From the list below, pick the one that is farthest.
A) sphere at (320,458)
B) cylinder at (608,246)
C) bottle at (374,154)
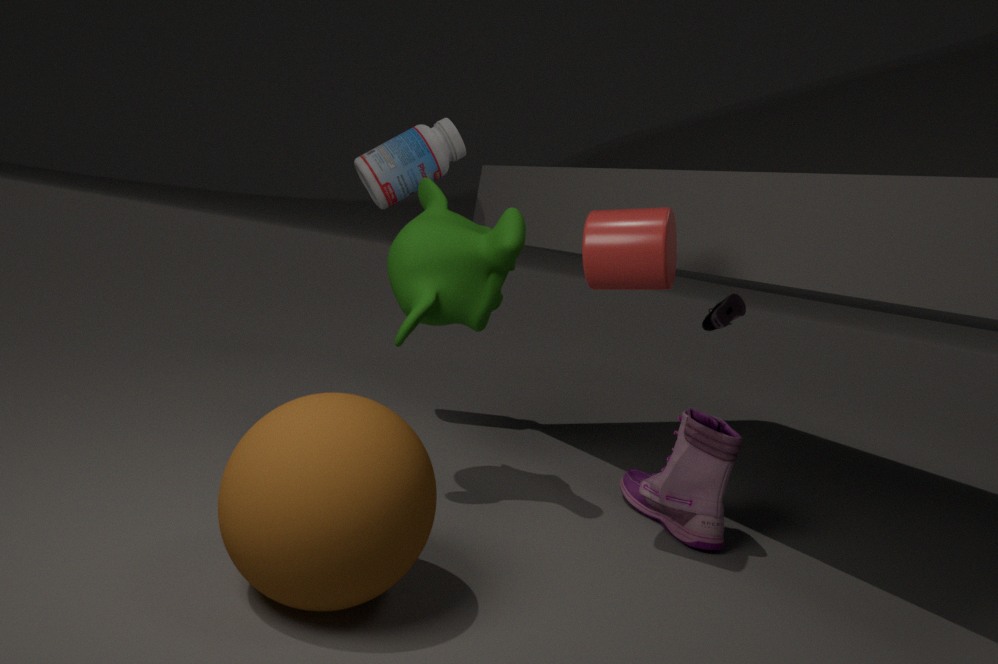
bottle at (374,154)
